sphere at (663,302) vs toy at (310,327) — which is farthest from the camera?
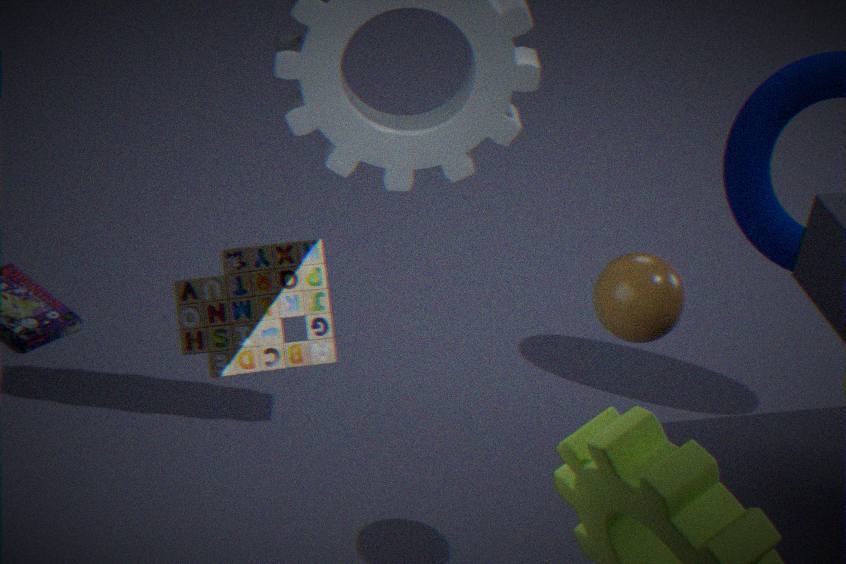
sphere at (663,302)
